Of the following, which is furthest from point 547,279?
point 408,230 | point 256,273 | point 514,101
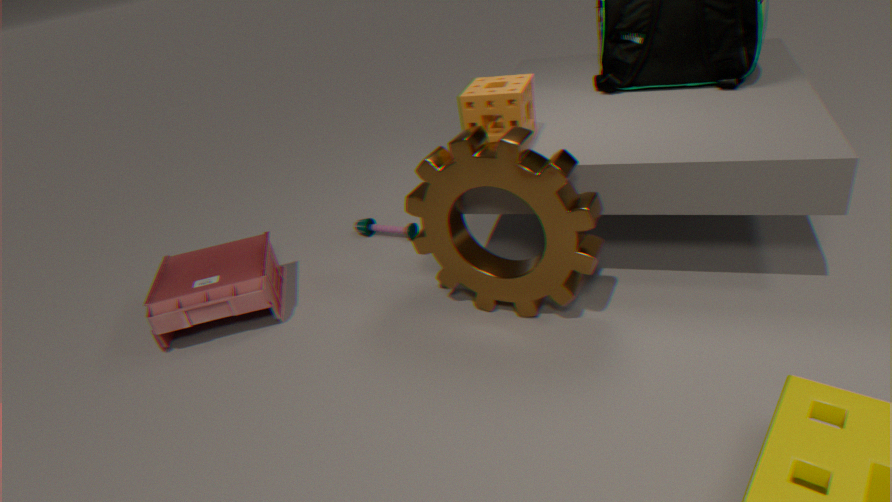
point 256,273
